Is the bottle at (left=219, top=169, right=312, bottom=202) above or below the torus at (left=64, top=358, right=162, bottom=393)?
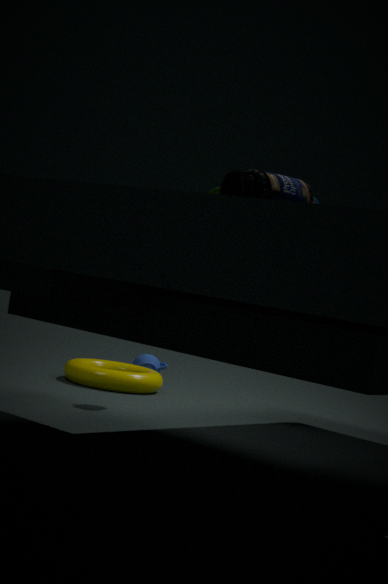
above
